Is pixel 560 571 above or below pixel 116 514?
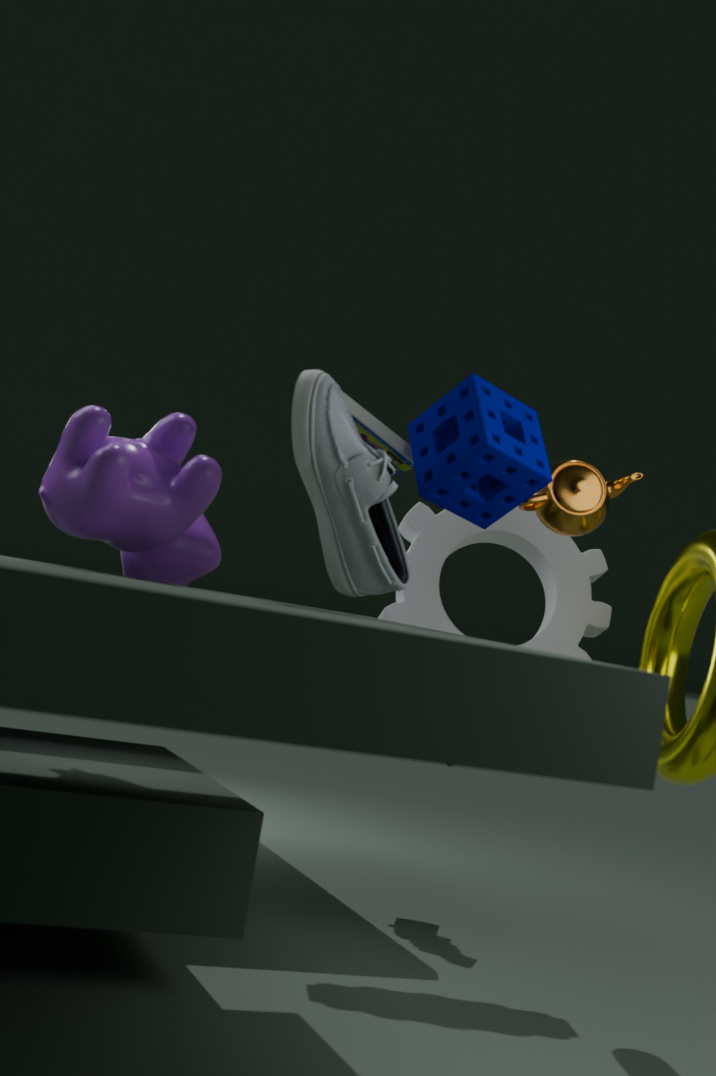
below
